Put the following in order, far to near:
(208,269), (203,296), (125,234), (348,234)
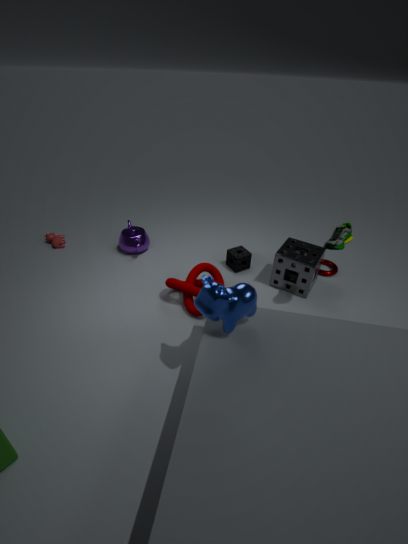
(125,234) → (208,269) → (348,234) → (203,296)
